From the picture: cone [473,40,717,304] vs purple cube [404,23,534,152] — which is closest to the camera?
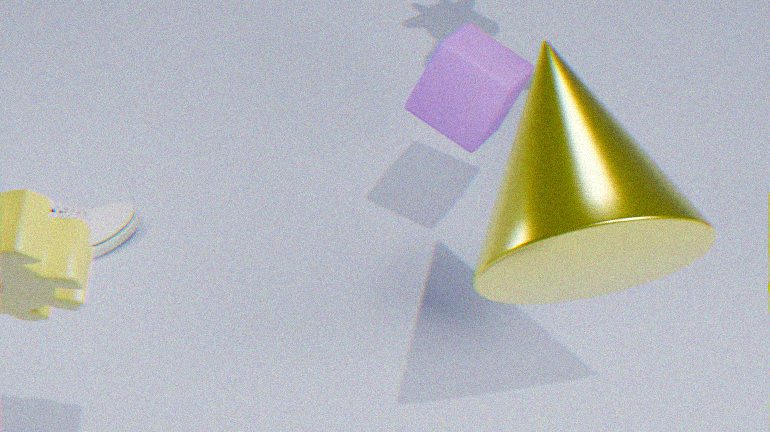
cone [473,40,717,304]
